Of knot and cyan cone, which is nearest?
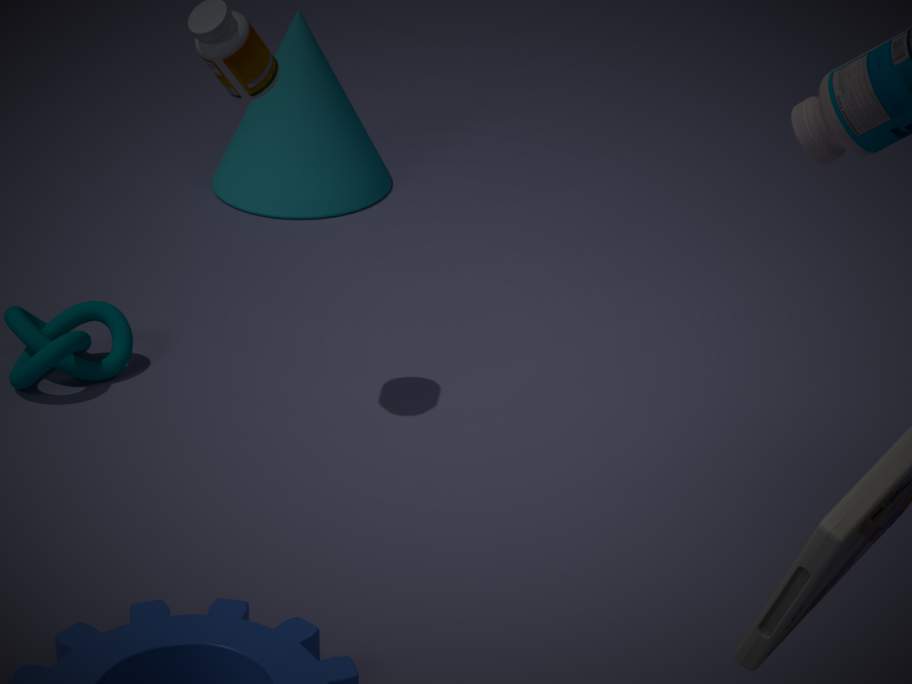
knot
